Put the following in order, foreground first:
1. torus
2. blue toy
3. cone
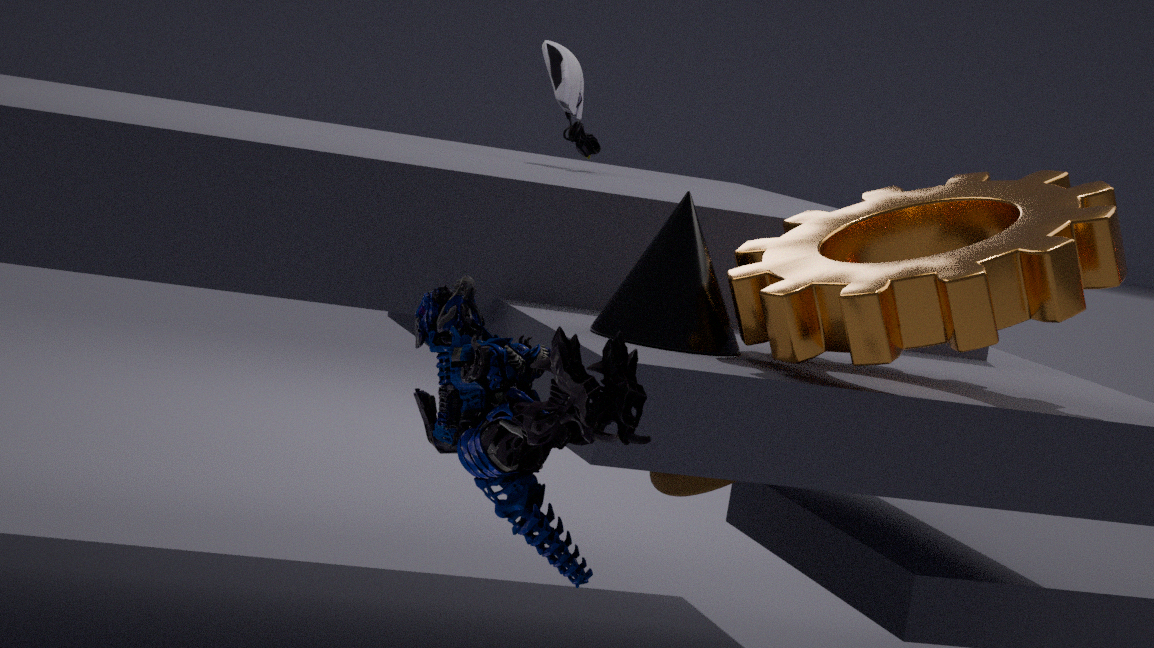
blue toy, cone, torus
